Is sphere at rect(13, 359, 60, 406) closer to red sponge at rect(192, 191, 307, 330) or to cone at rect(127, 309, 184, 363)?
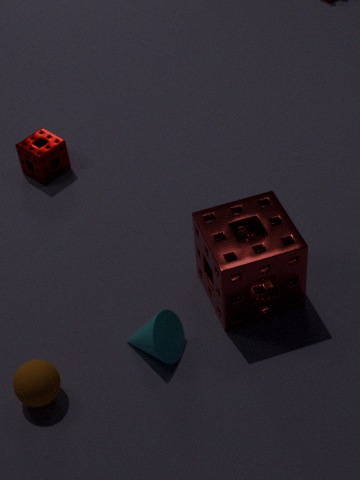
cone at rect(127, 309, 184, 363)
